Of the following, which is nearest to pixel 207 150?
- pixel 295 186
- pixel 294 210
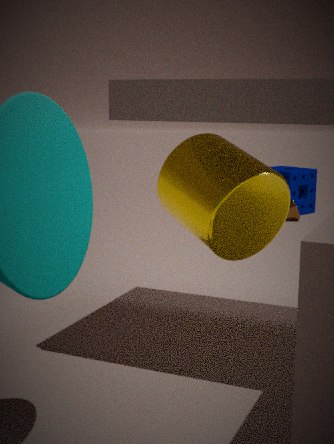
pixel 294 210
